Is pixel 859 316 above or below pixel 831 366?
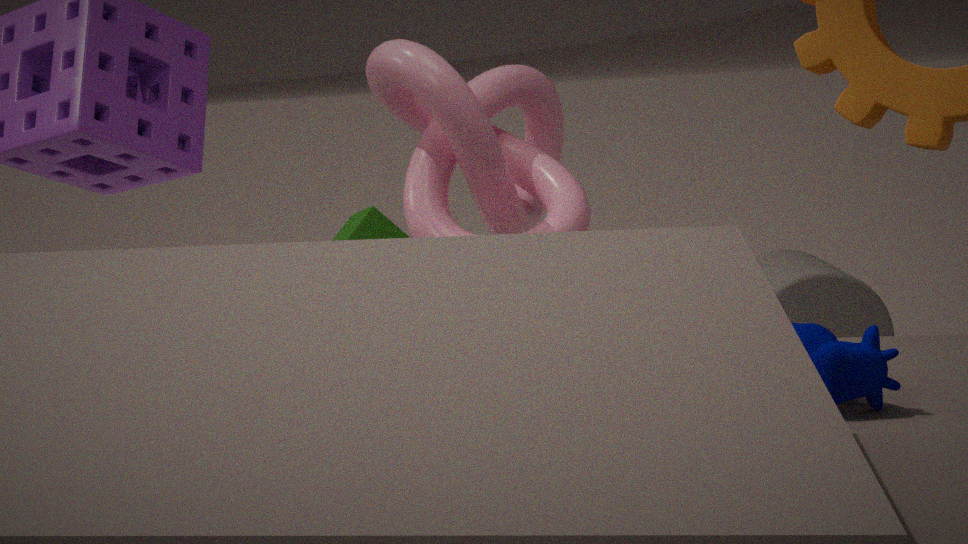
below
